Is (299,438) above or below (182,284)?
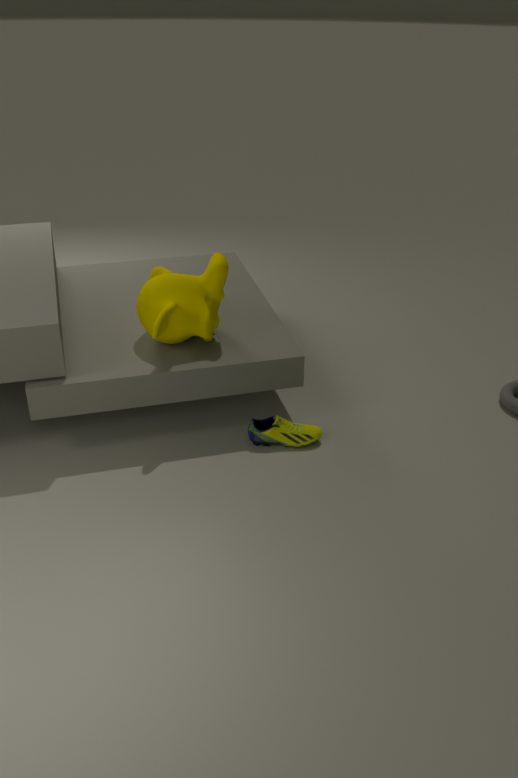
below
